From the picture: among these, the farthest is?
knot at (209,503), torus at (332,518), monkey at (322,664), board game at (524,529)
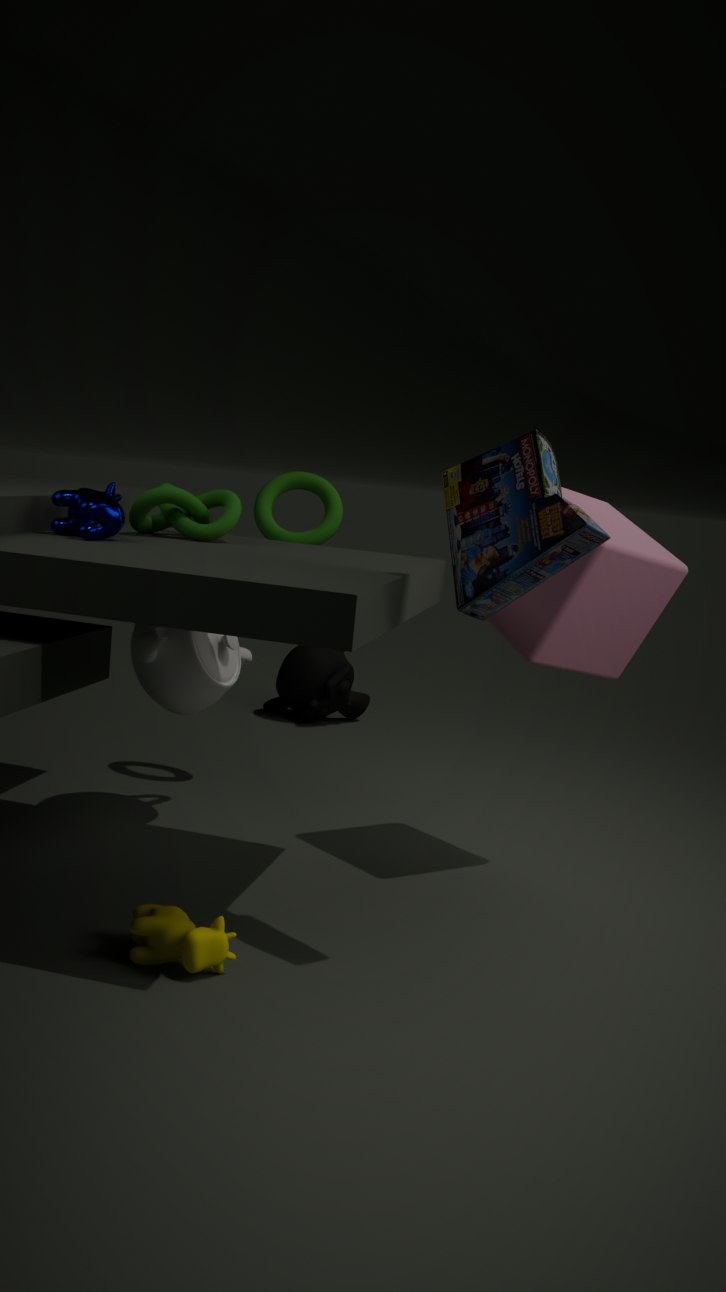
monkey at (322,664)
